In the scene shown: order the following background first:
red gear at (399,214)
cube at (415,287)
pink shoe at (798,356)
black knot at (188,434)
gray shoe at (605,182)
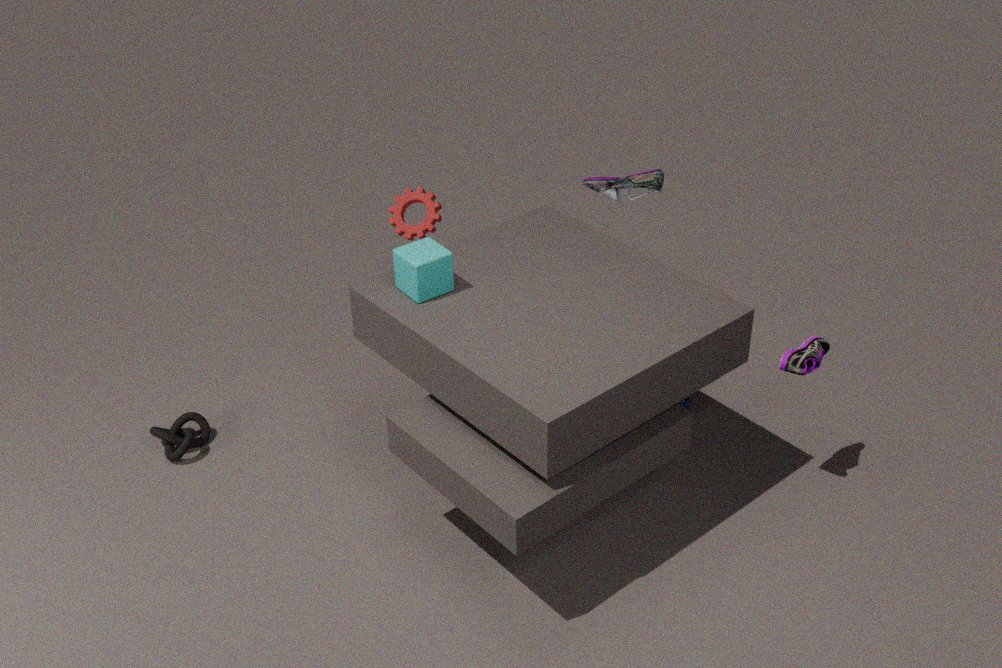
red gear at (399,214) < gray shoe at (605,182) < black knot at (188,434) < pink shoe at (798,356) < cube at (415,287)
